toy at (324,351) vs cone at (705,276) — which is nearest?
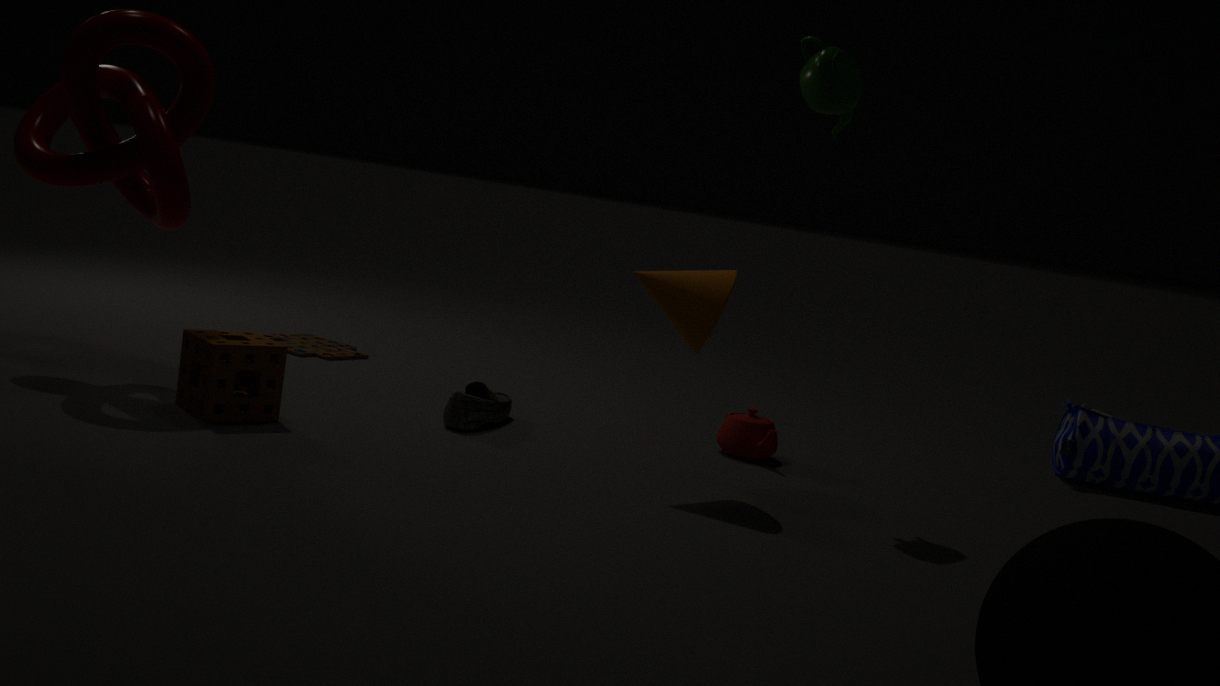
cone at (705,276)
